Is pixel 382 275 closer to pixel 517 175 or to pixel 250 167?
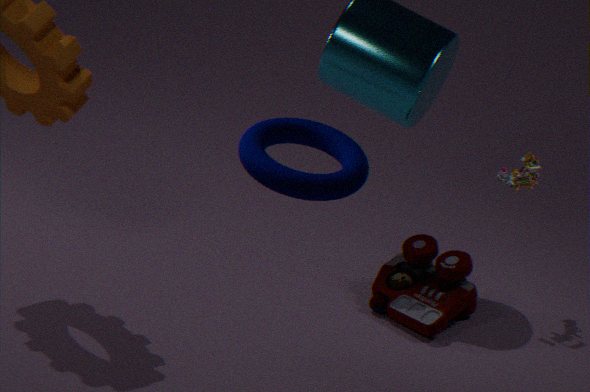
pixel 517 175
